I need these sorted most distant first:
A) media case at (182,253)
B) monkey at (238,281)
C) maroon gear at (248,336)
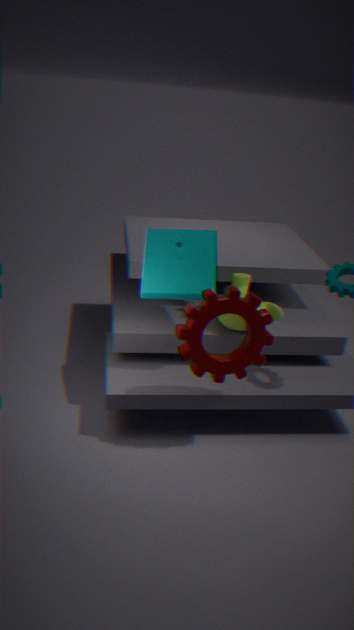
monkey at (238,281) → media case at (182,253) → maroon gear at (248,336)
